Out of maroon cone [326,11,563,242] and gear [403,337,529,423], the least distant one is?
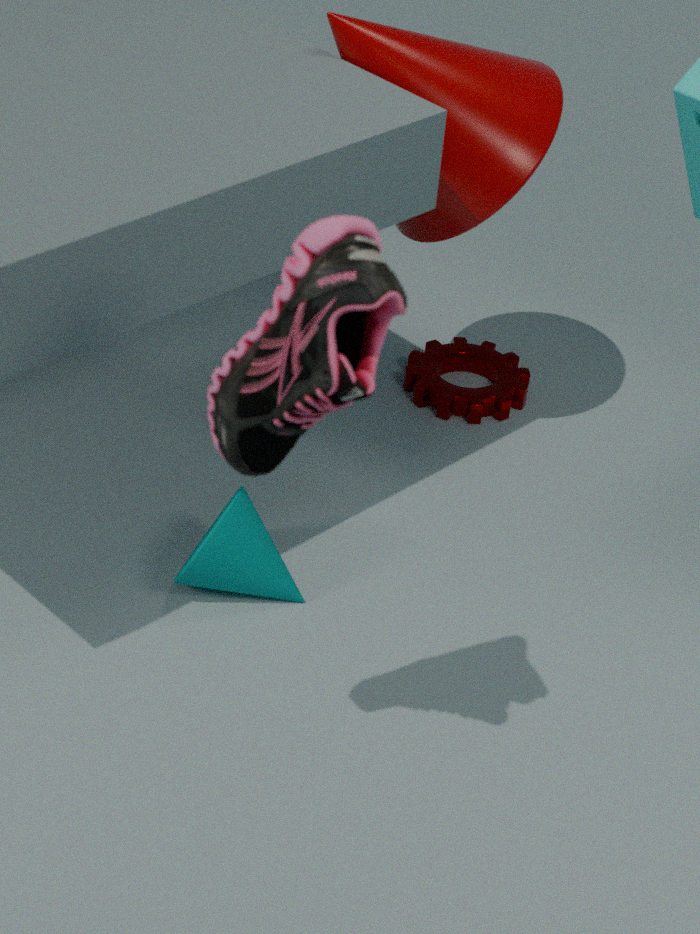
maroon cone [326,11,563,242]
